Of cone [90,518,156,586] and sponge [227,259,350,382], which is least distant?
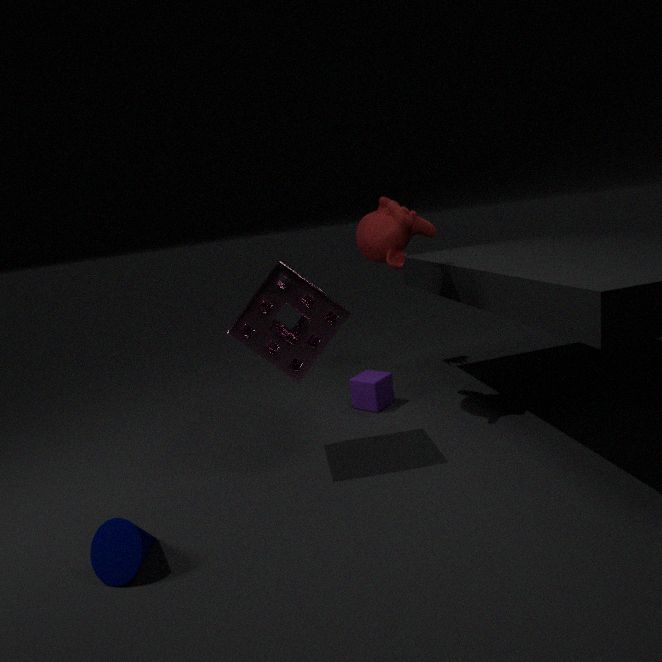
cone [90,518,156,586]
